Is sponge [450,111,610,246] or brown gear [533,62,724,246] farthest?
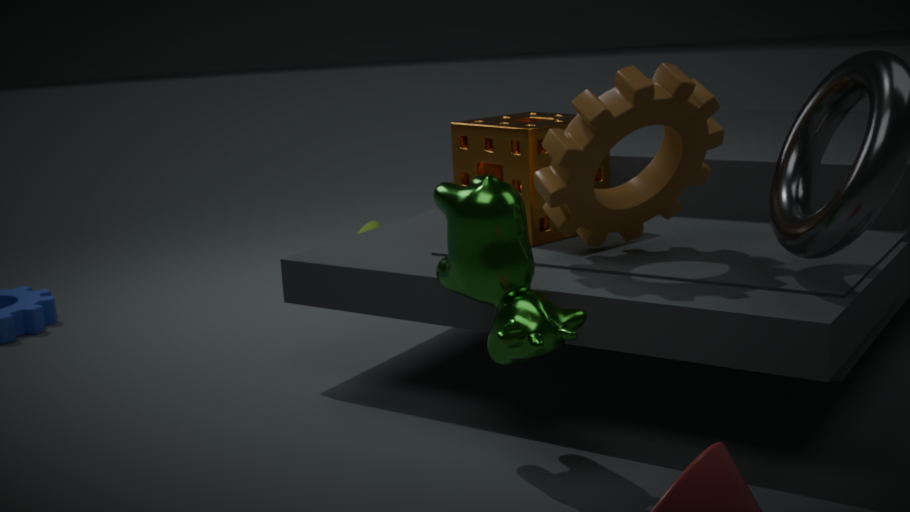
sponge [450,111,610,246]
